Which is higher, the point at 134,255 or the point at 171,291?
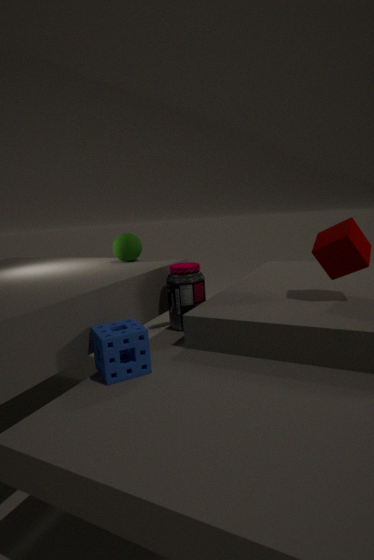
the point at 134,255
